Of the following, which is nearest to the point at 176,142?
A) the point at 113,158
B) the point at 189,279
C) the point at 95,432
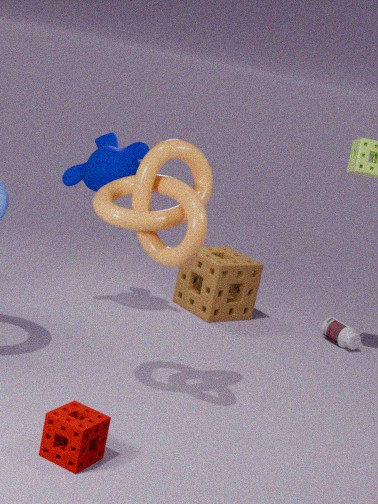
the point at 95,432
